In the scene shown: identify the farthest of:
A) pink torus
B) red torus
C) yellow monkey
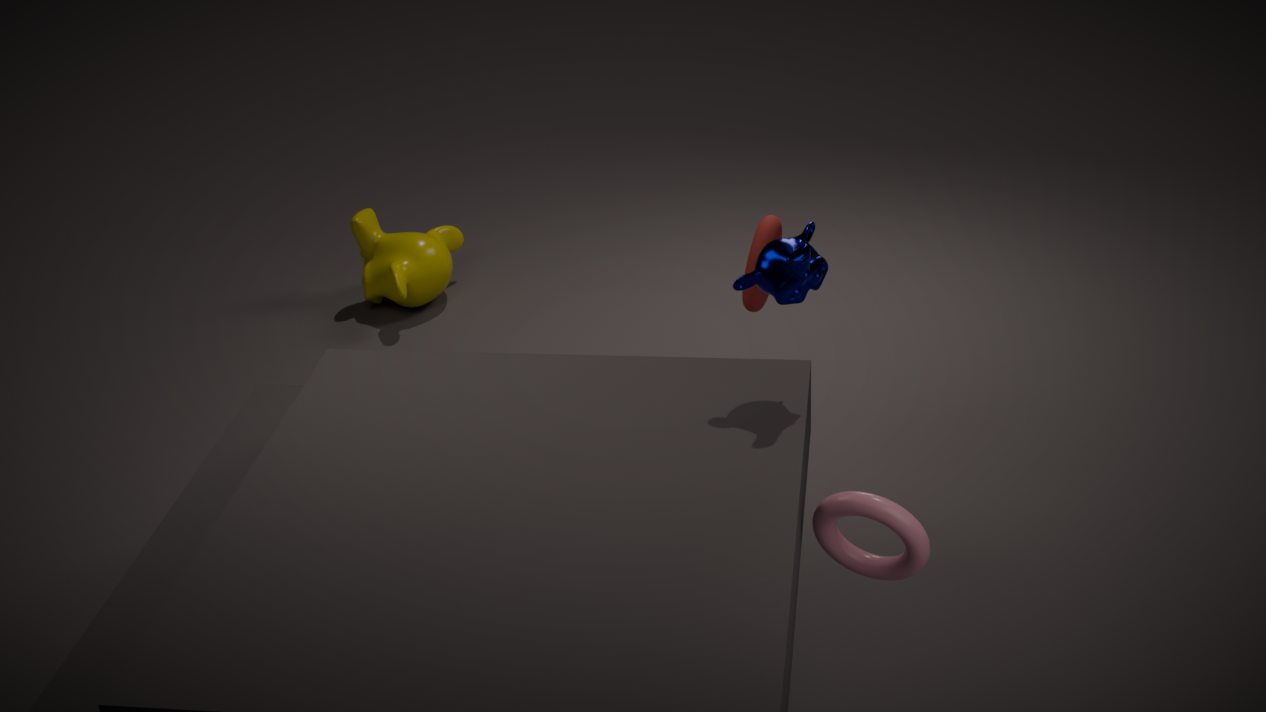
yellow monkey
